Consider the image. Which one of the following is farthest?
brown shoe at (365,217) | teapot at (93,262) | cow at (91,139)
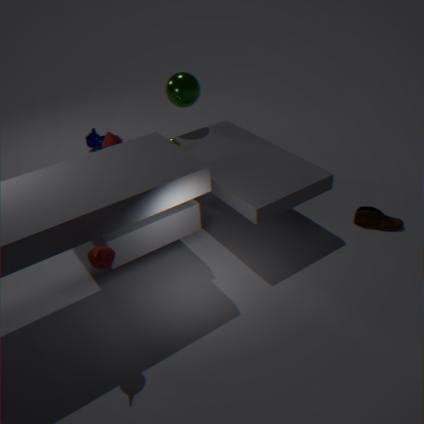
cow at (91,139)
